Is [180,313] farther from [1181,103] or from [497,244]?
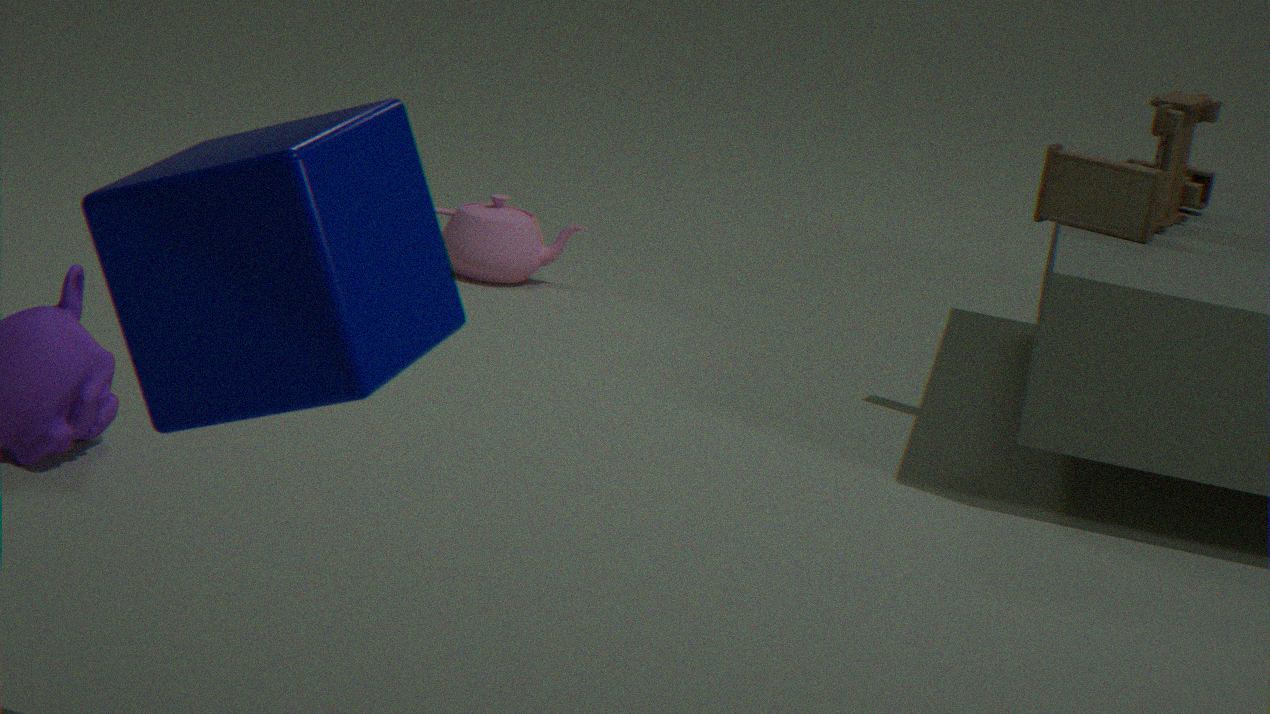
[497,244]
